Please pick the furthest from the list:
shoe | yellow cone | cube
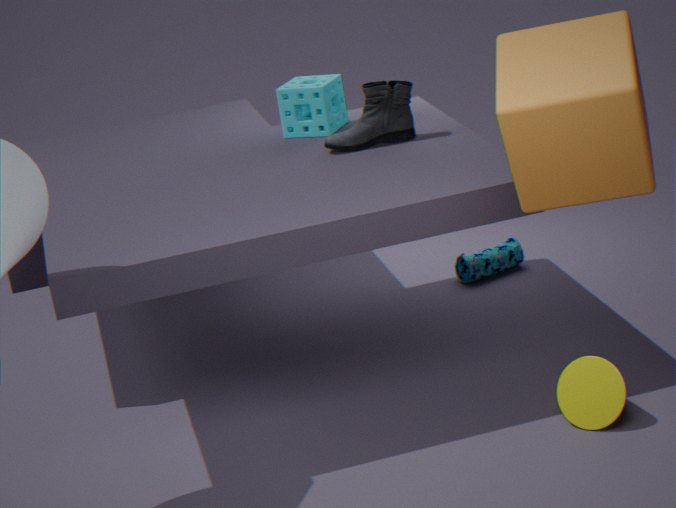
shoe
